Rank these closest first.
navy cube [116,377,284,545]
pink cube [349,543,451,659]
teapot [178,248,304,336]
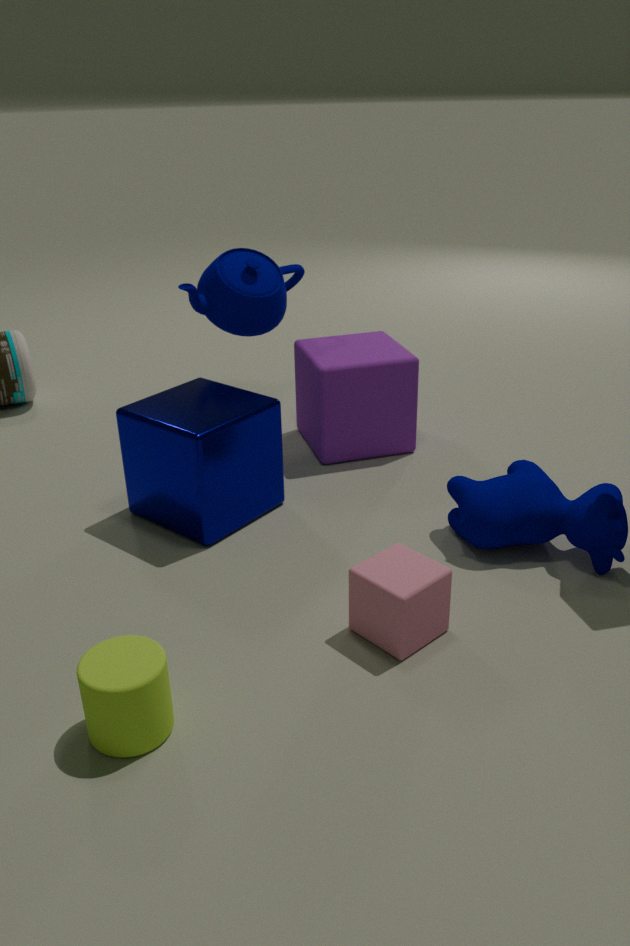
pink cube [349,543,451,659] → navy cube [116,377,284,545] → teapot [178,248,304,336]
